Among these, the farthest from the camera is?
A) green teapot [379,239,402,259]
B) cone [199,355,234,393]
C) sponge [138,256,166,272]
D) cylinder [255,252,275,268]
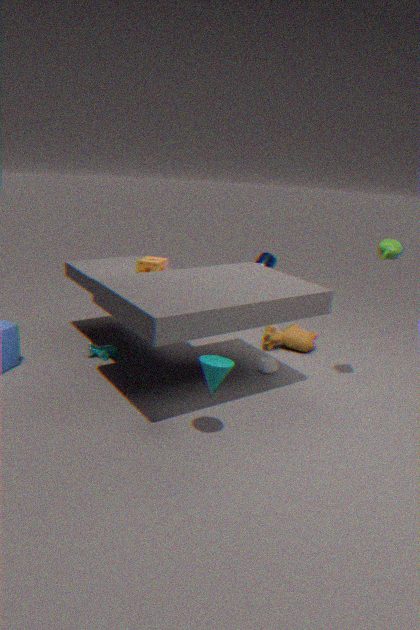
cylinder [255,252,275,268]
